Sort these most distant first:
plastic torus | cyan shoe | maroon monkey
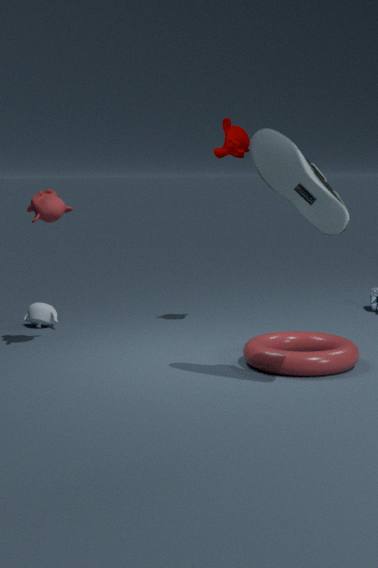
maroon monkey < plastic torus < cyan shoe
